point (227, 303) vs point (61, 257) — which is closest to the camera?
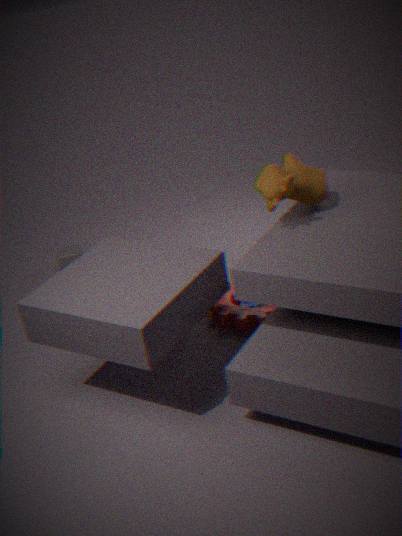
point (227, 303)
